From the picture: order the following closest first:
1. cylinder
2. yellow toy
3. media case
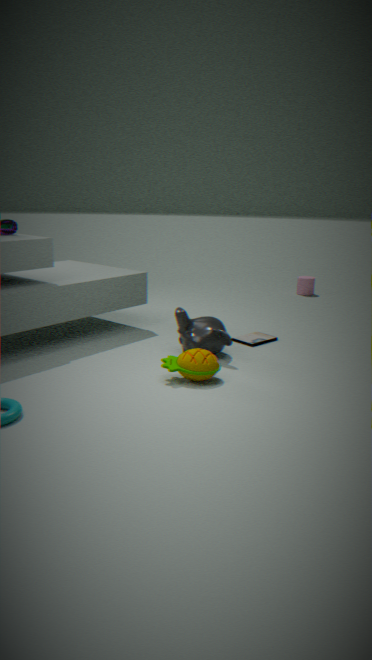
yellow toy < media case < cylinder
